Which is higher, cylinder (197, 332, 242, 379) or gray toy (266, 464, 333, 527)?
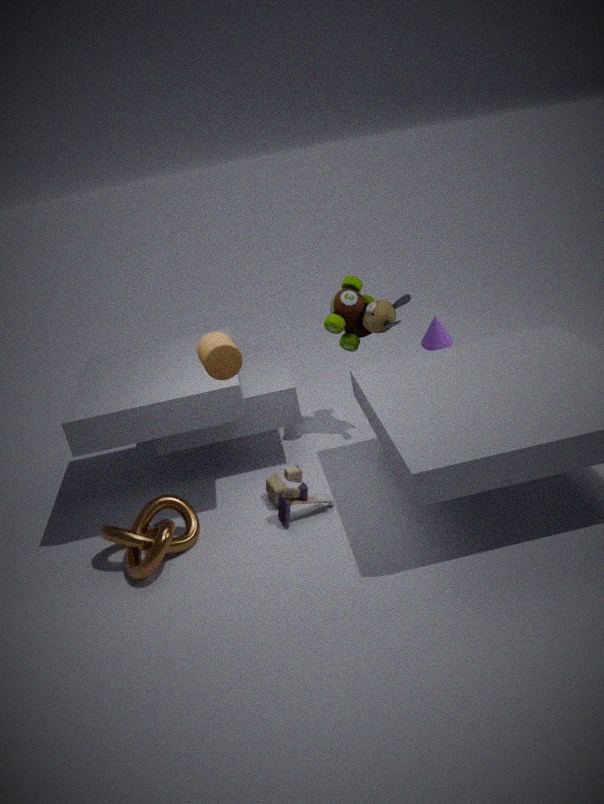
cylinder (197, 332, 242, 379)
